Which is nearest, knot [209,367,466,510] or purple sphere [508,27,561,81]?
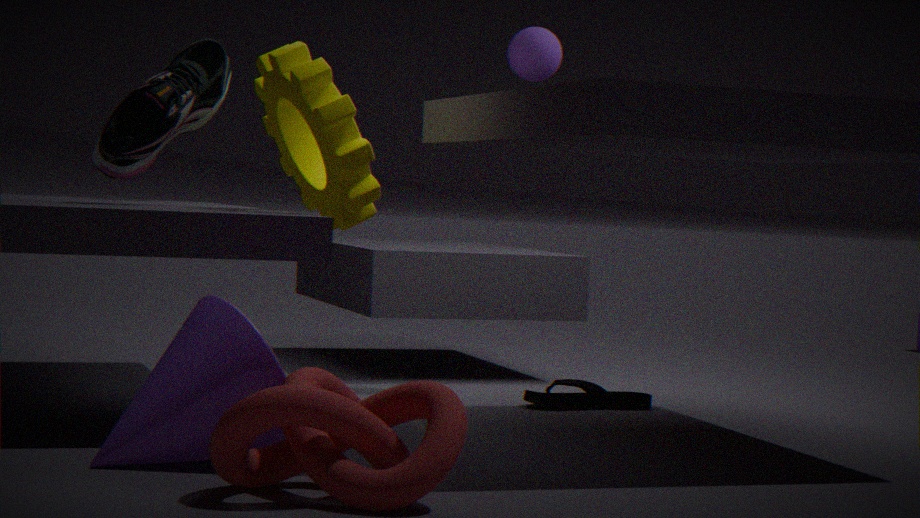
knot [209,367,466,510]
